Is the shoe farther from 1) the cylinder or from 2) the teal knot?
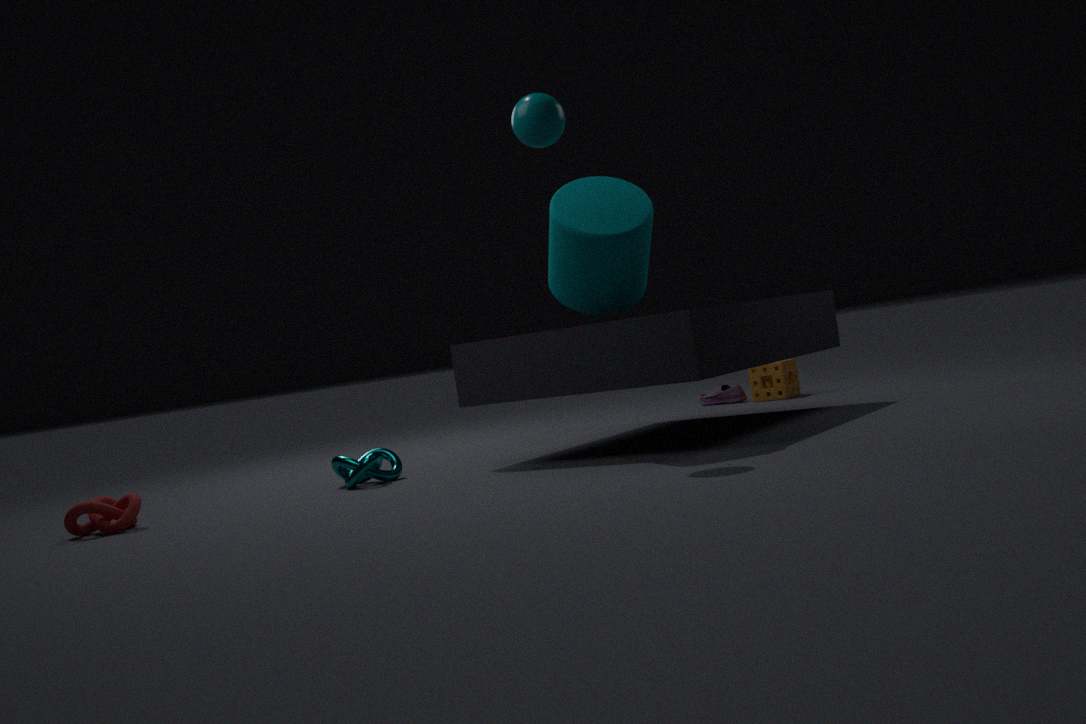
2) the teal knot
